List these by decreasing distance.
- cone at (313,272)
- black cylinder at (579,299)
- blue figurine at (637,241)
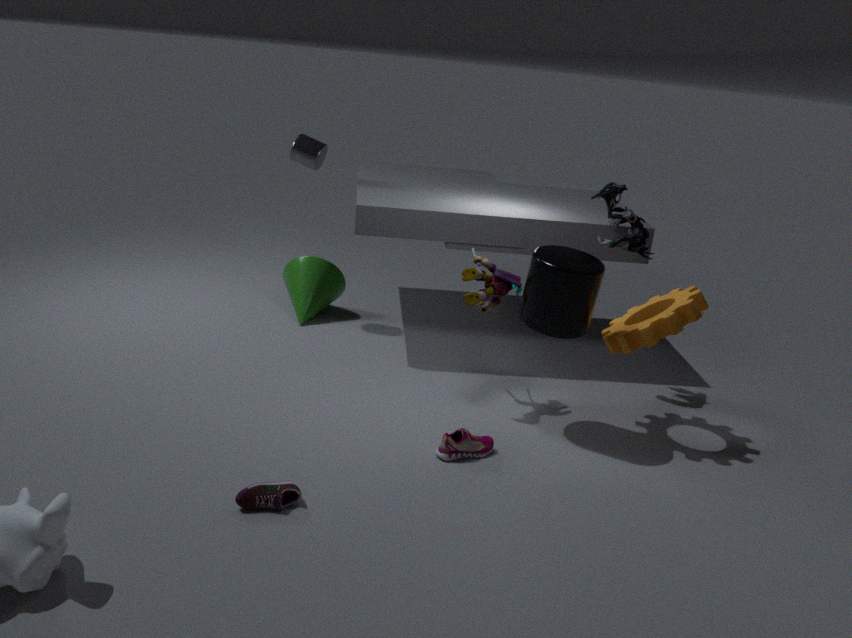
cone at (313,272), blue figurine at (637,241), black cylinder at (579,299)
